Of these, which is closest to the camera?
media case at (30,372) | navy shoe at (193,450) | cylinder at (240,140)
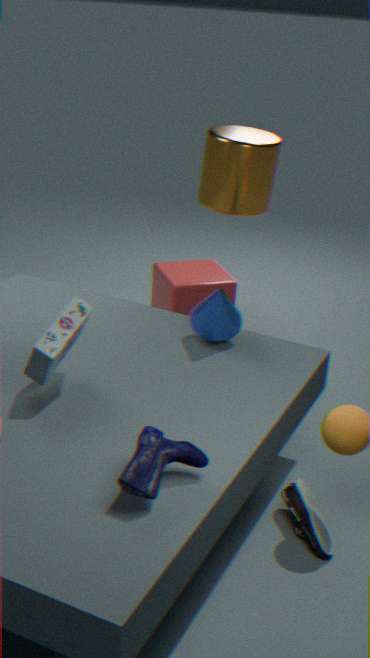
navy shoe at (193,450)
